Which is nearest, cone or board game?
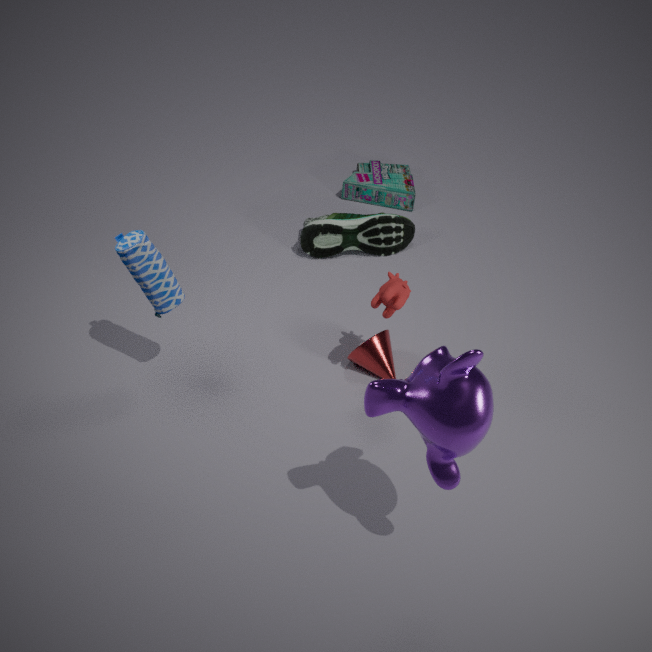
cone
